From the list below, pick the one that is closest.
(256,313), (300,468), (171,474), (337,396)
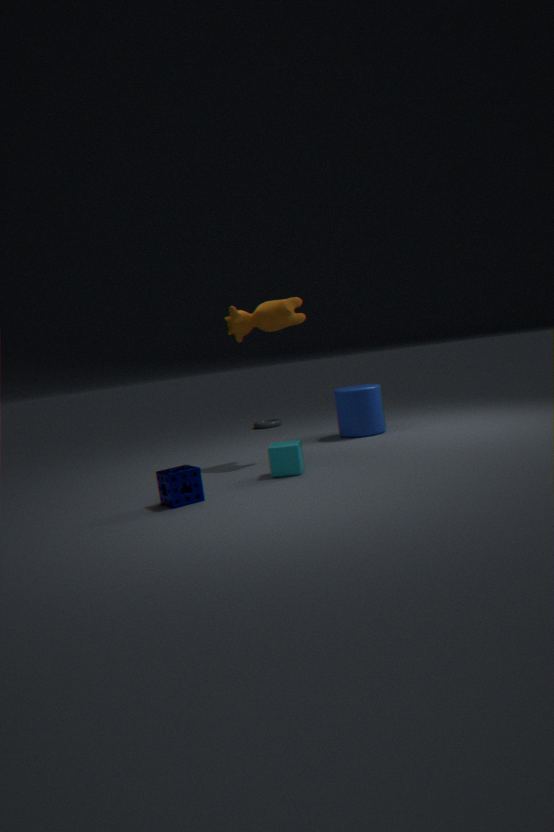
(171,474)
